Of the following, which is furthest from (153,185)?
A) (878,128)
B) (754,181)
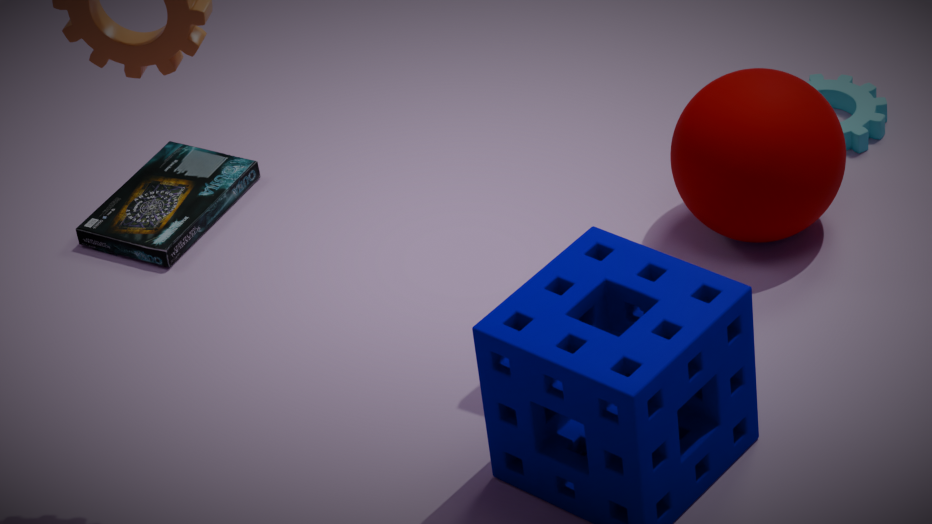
(878,128)
